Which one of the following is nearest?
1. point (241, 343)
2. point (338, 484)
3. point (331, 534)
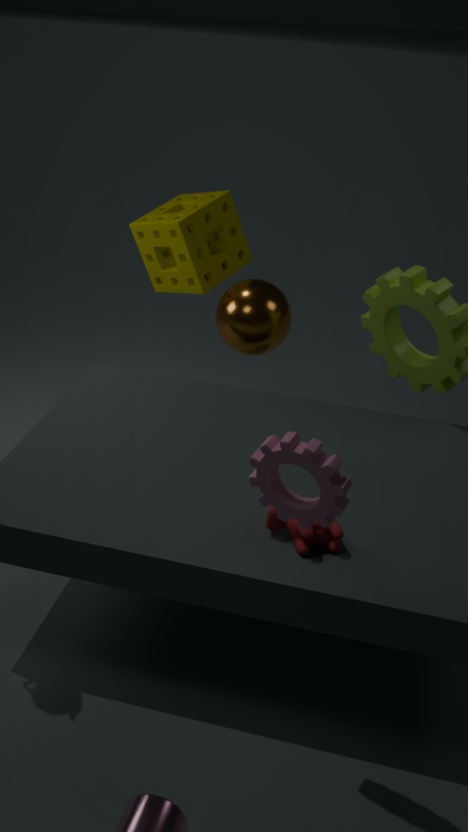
point (338, 484)
